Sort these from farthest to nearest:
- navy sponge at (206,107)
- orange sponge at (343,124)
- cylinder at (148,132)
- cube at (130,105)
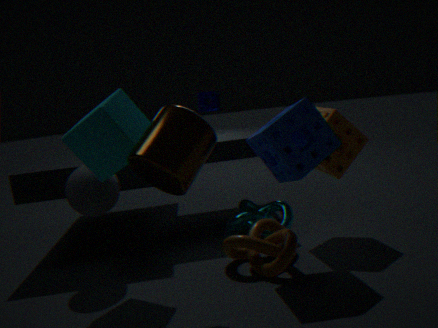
navy sponge at (206,107) < orange sponge at (343,124) < cube at (130,105) < cylinder at (148,132)
